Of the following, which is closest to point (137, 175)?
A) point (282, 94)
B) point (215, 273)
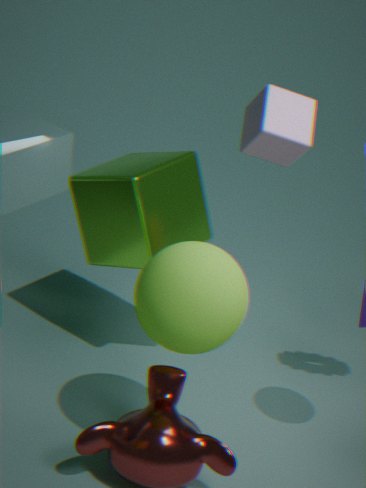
point (215, 273)
